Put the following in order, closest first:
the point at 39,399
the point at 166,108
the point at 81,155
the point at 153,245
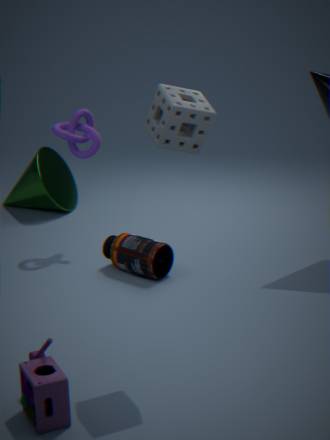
the point at 39,399, the point at 166,108, the point at 153,245, the point at 81,155
